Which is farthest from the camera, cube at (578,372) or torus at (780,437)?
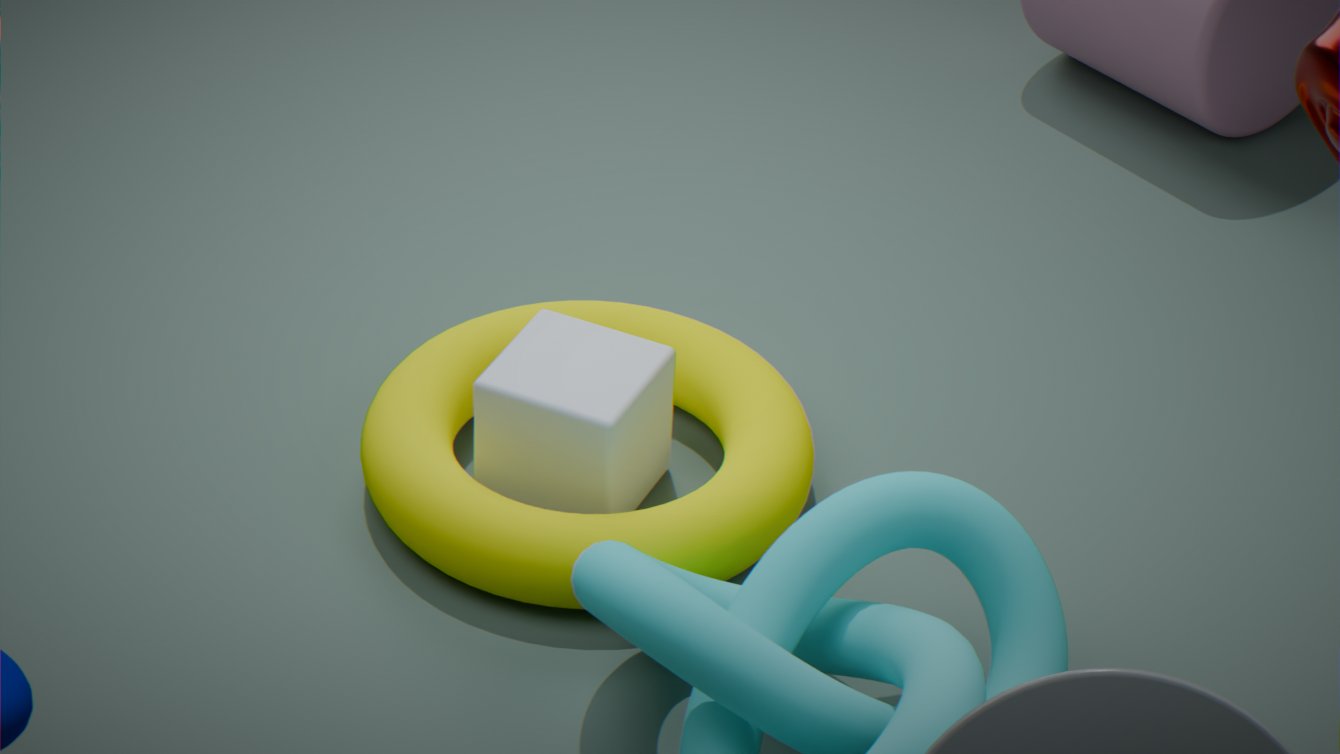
cube at (578,372)
